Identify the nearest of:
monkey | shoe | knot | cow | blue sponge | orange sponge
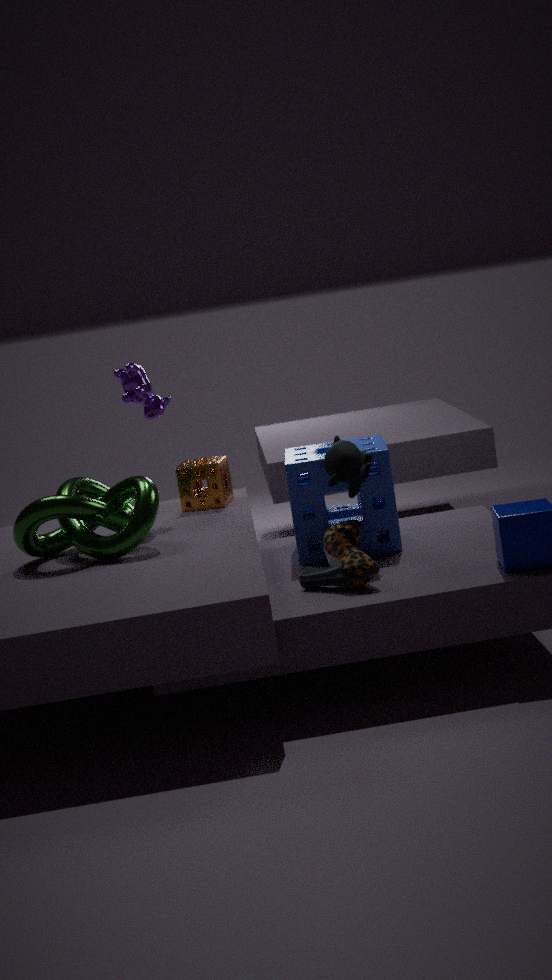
shoe
